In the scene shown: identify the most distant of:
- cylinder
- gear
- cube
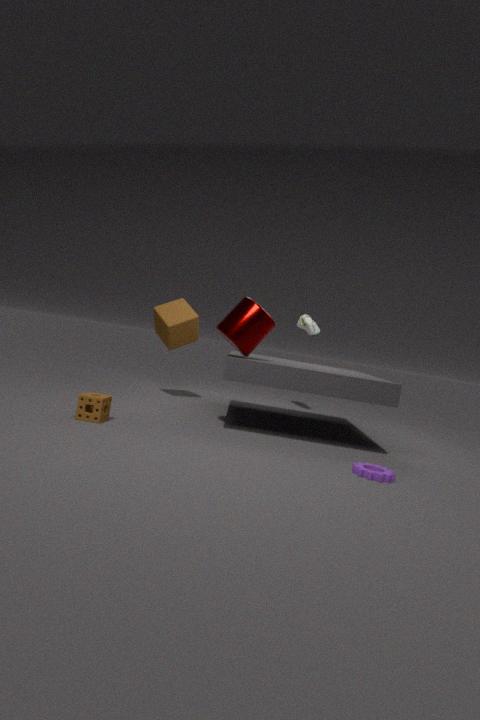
cube
